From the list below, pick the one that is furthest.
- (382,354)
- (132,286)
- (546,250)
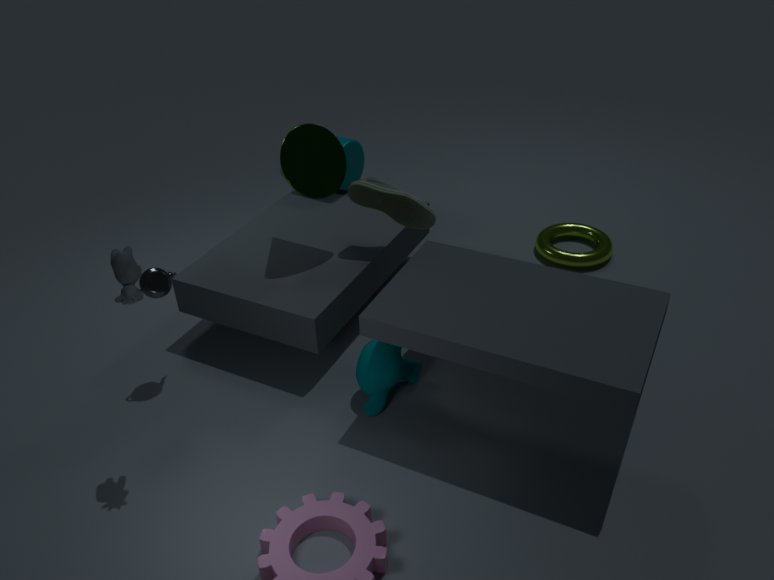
(546,250)
